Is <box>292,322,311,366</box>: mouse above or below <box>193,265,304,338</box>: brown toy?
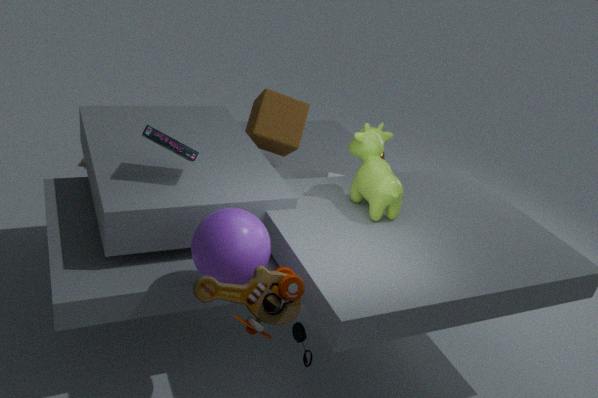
below
